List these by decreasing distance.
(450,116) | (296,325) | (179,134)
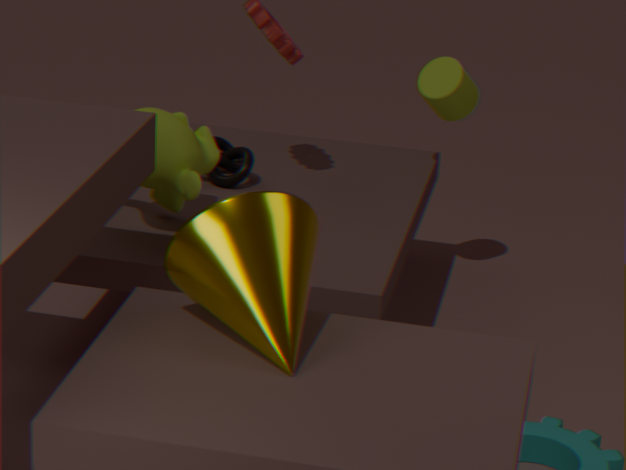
(450,116) → (179,134) → (296,325)
